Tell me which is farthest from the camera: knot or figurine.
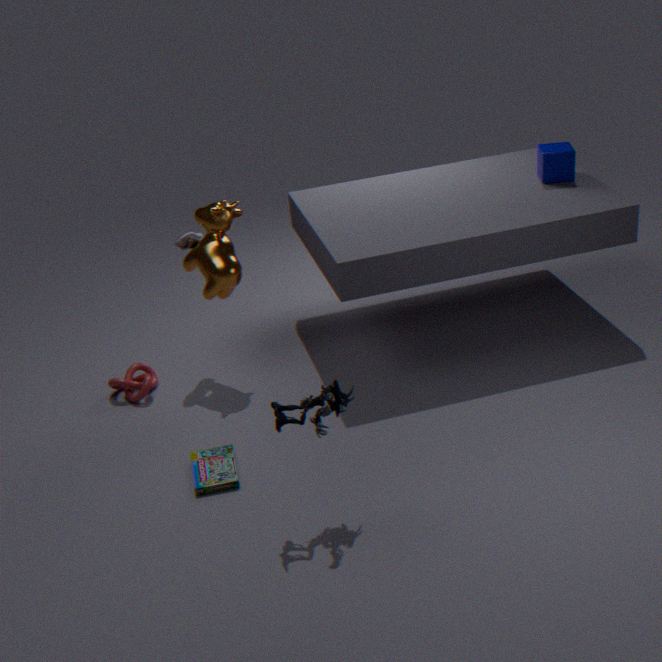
knot
